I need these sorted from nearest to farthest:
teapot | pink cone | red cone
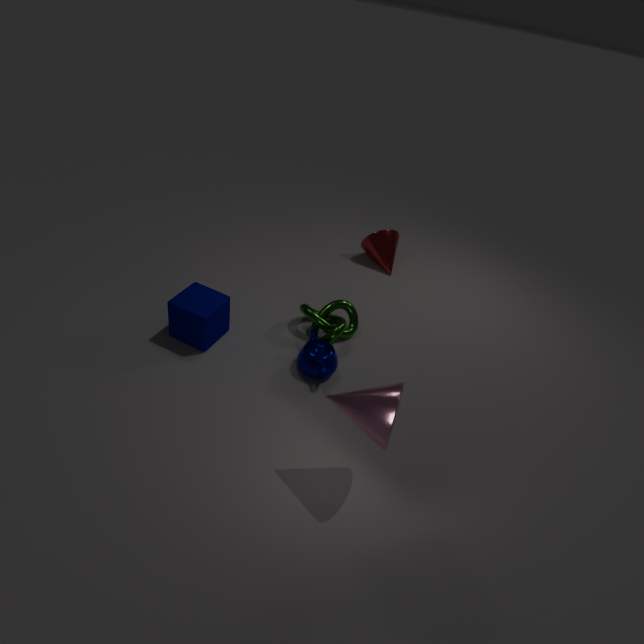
1. pink cone
2. teapot
3. red cone
